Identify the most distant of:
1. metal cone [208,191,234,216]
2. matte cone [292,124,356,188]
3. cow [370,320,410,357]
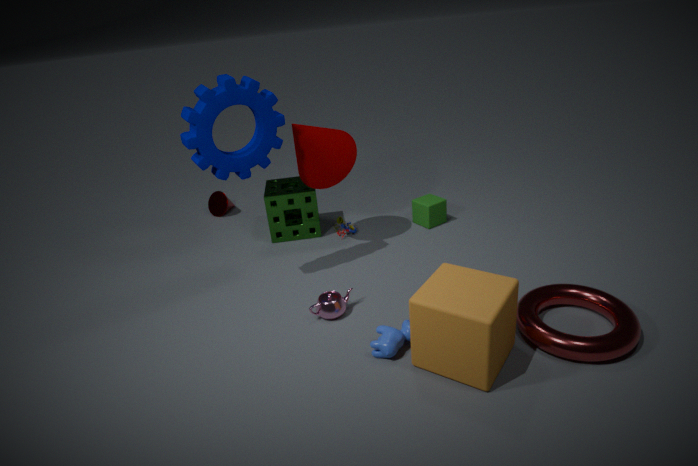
metal cone [208,191,234,216]
